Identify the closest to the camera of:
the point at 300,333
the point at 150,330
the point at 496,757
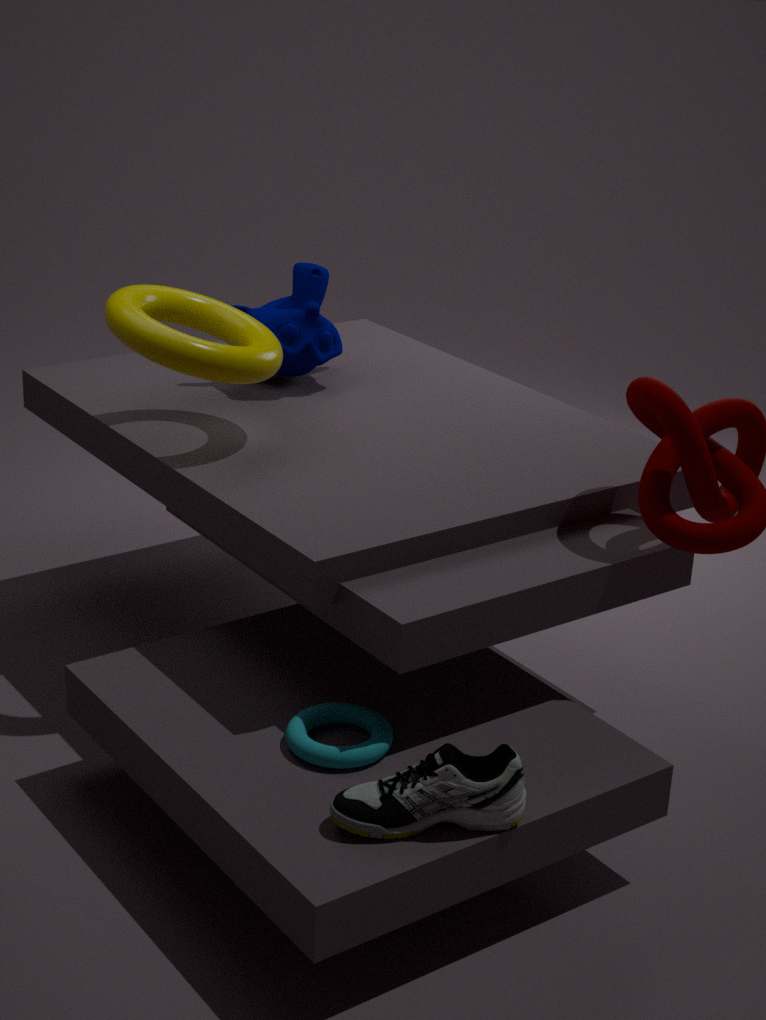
the point at 496,757
